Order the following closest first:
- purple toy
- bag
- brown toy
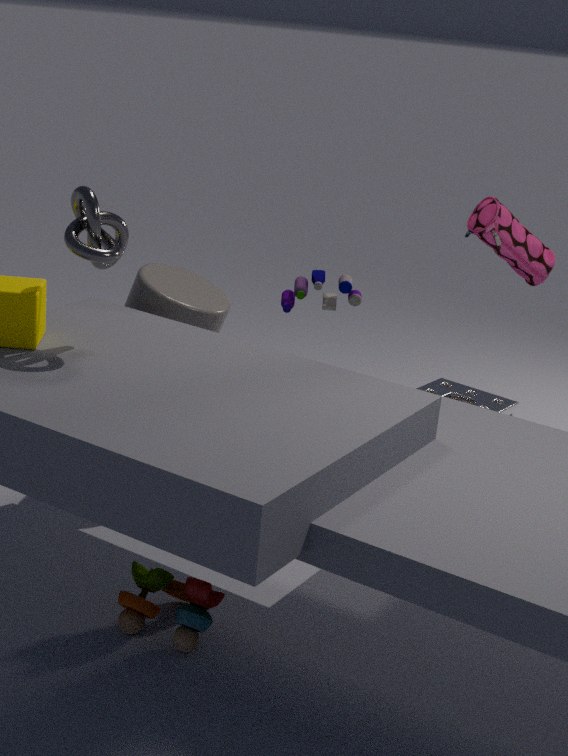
brown toy < bag < purple toy
